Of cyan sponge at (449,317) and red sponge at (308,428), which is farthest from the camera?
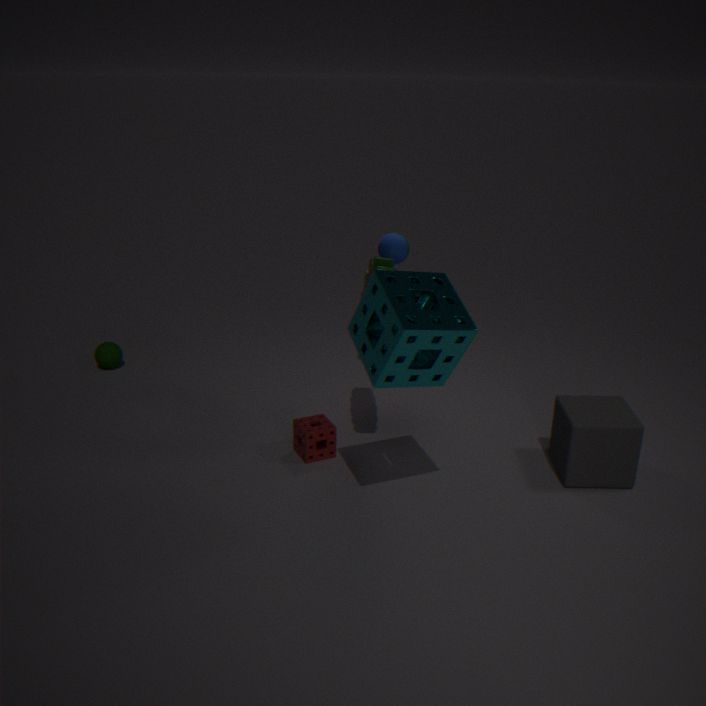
red sponge at (308,428)
